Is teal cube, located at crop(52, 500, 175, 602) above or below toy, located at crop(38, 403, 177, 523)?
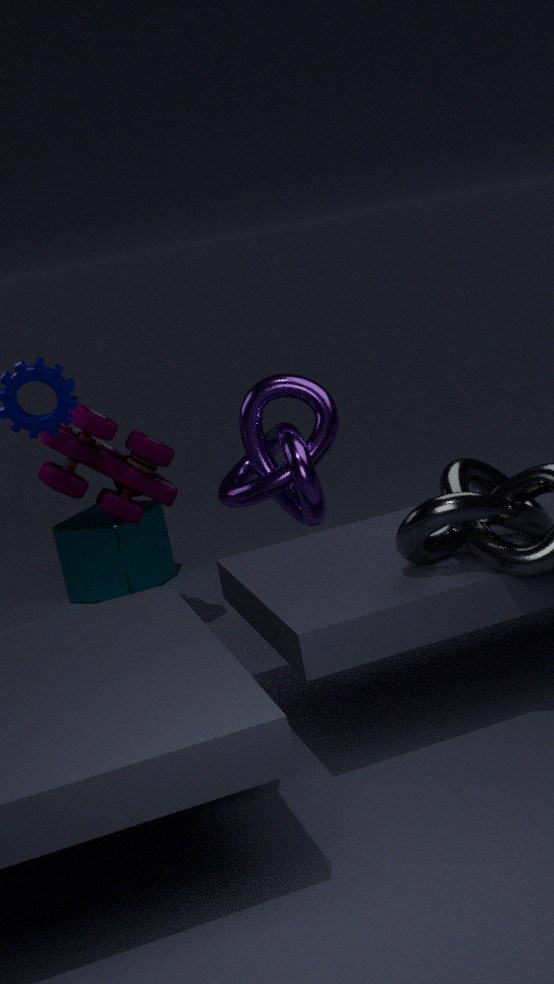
below
